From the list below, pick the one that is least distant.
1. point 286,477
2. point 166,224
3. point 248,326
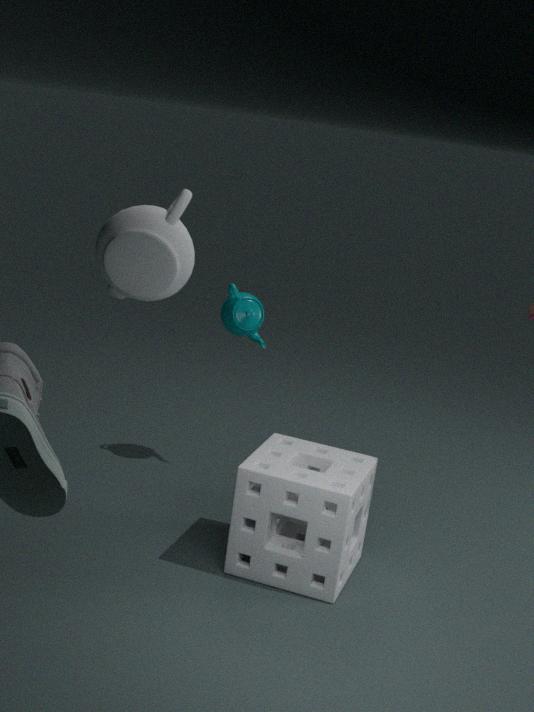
point 286,477
